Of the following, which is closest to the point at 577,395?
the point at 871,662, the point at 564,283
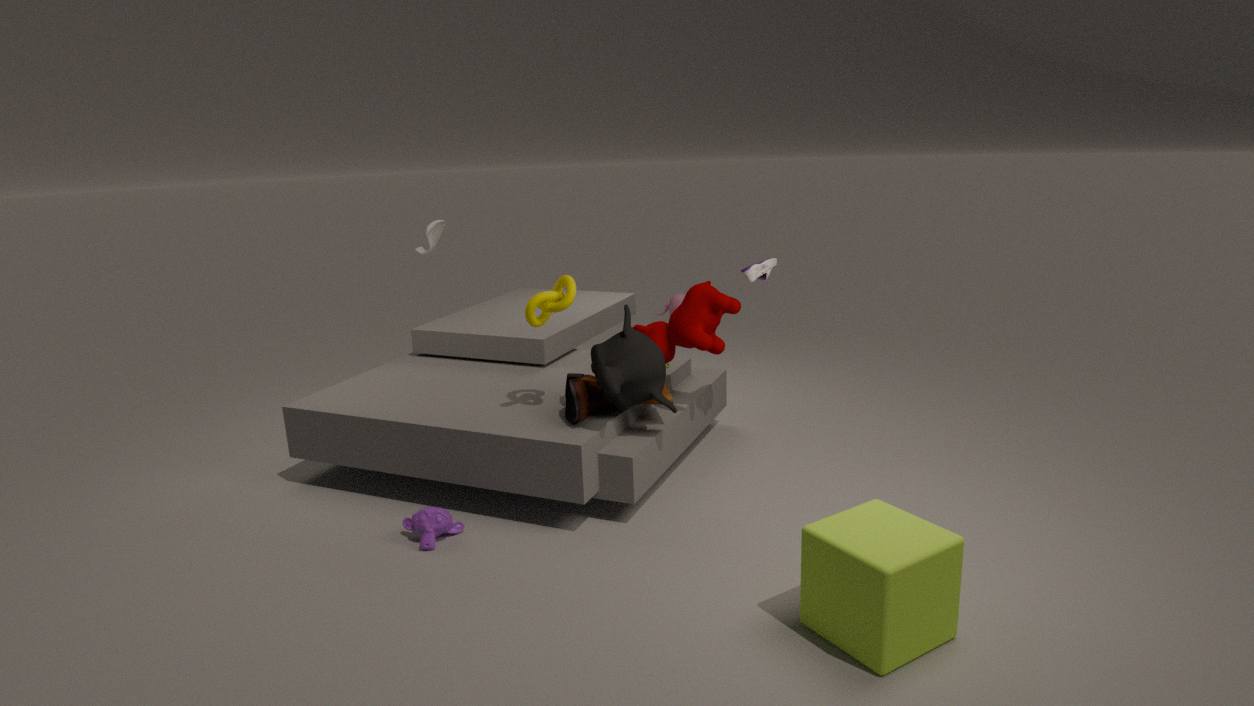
the point at 564,283
